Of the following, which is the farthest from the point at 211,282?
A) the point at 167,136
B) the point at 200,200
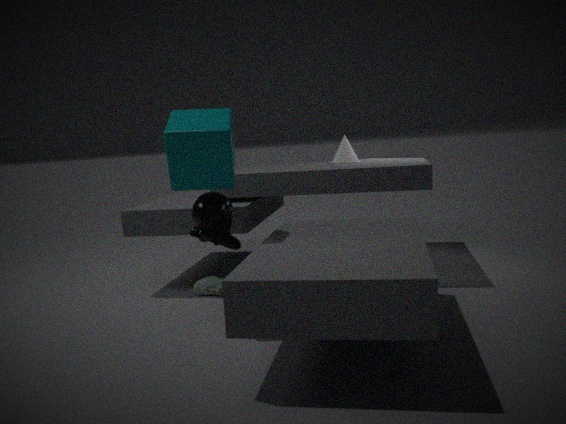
the point at 167,136
